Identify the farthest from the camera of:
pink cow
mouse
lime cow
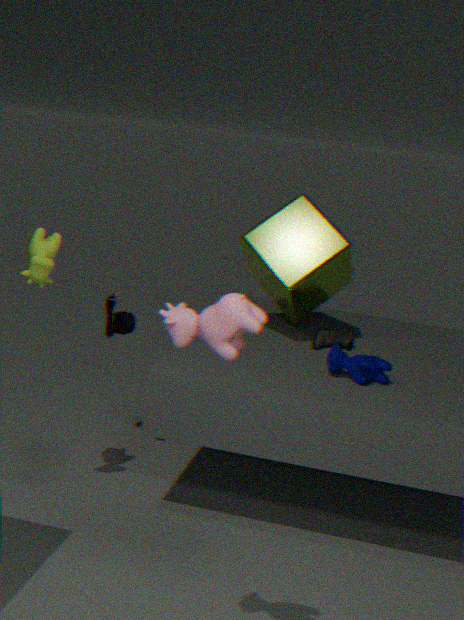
mouse
